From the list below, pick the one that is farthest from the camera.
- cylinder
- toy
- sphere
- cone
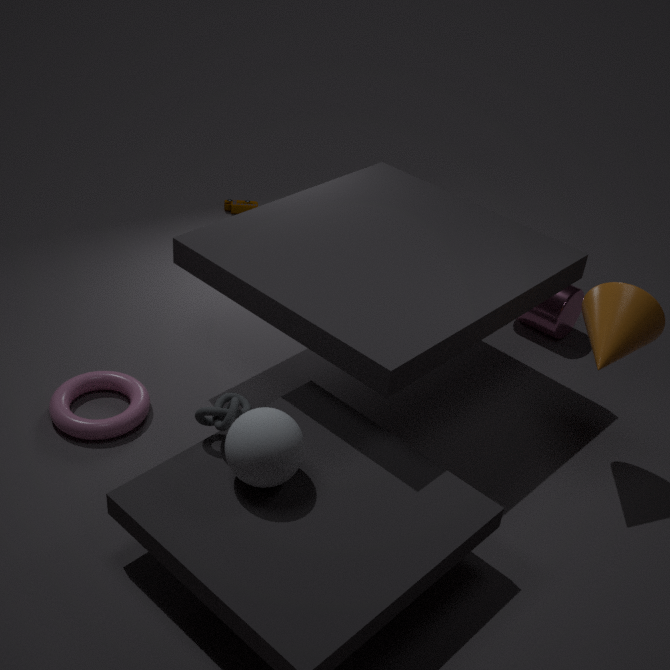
toy
